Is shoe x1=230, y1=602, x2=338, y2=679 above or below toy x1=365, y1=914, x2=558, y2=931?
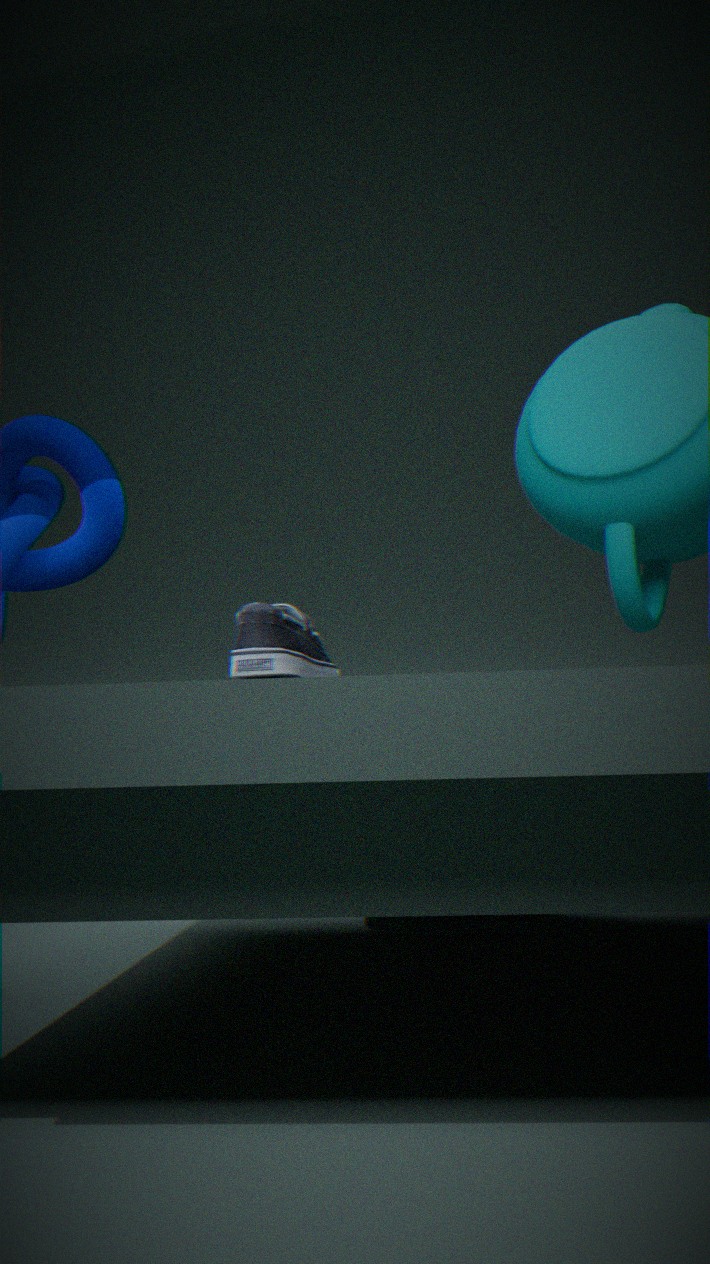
above
